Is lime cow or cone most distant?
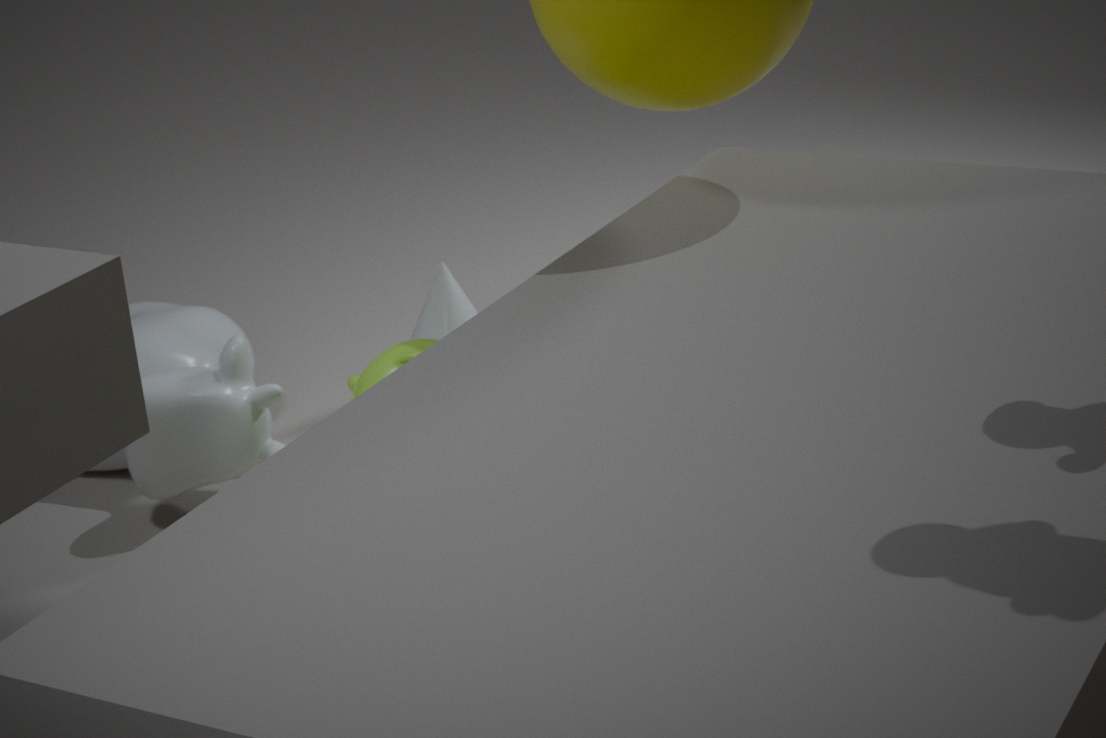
cone
